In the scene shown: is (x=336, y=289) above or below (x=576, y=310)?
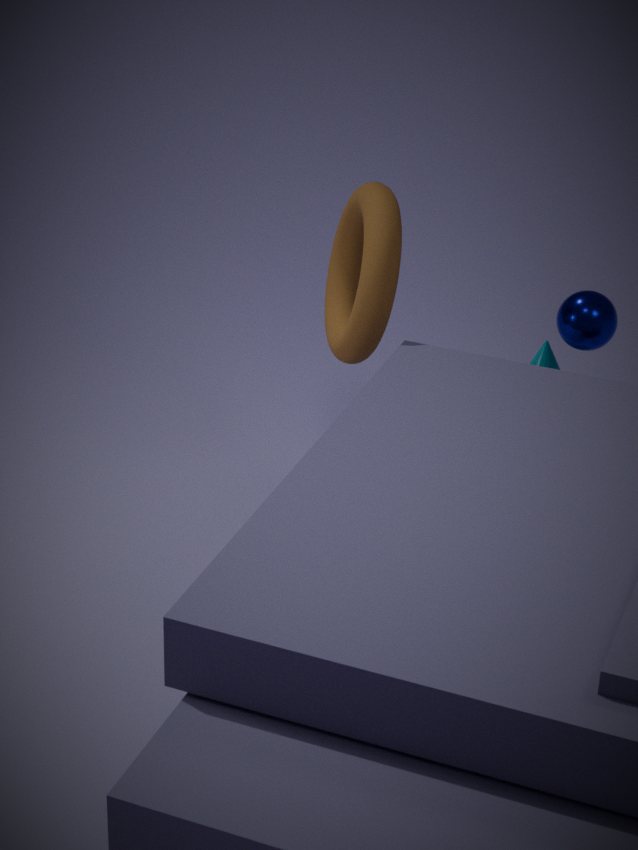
above
